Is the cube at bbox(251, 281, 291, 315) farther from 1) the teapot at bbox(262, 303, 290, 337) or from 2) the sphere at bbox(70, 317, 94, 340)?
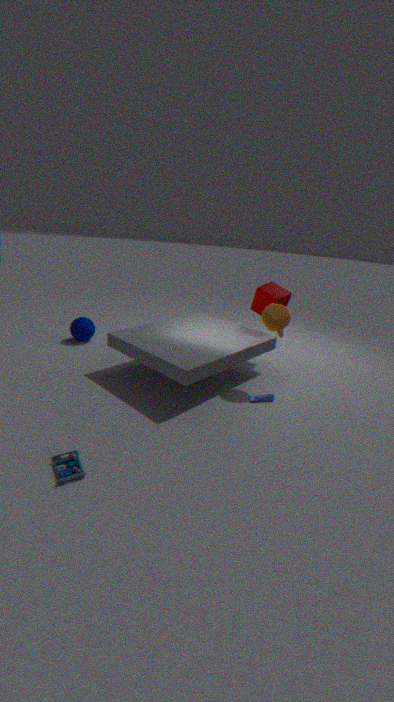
2) the sphere at bbox(70, 317, 94, 340)
